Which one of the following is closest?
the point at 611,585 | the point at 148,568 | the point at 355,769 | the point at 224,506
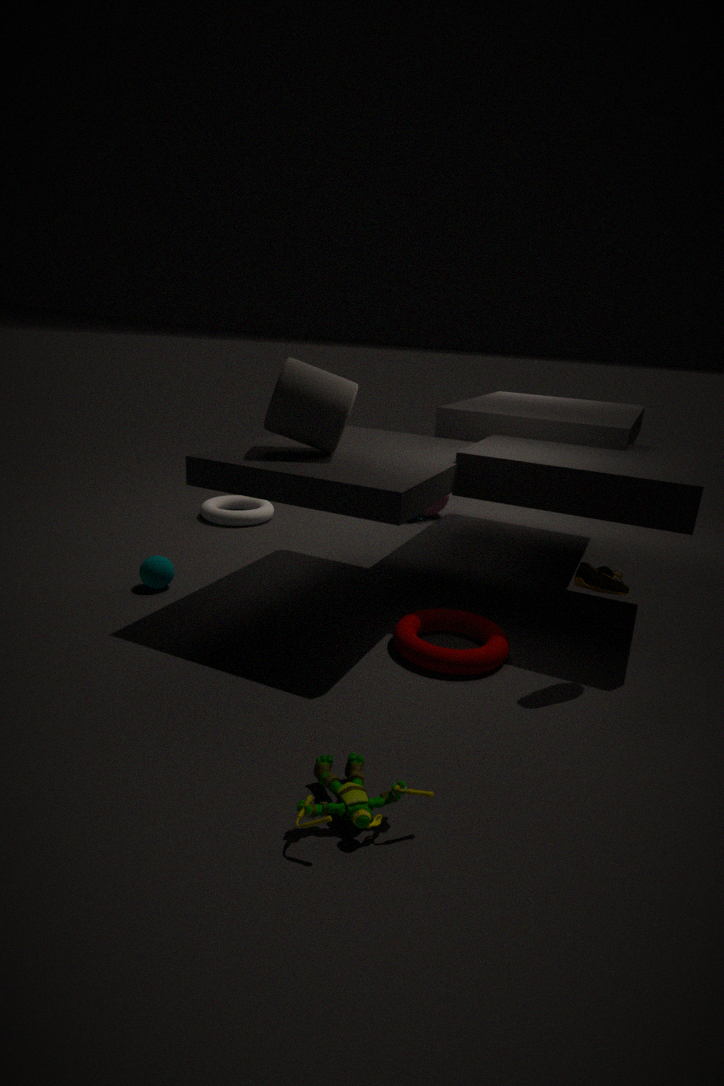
the point at 355,769
